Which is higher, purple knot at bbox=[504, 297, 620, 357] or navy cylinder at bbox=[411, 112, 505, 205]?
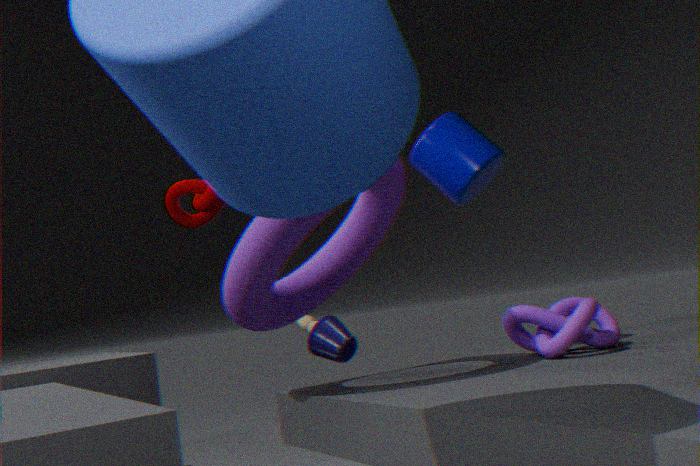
navy cylinder at bbox=[411, 112, 505, 205]
